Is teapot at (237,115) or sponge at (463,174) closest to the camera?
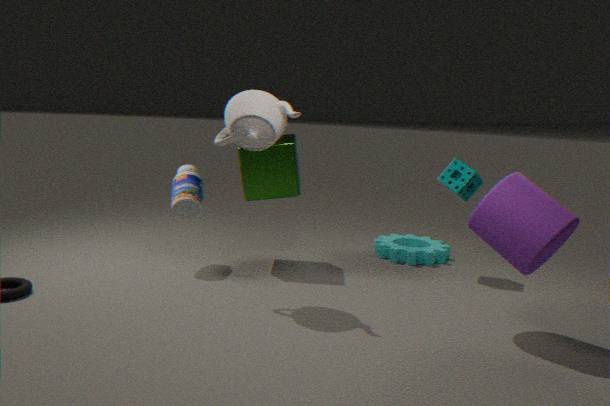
teapot at (237,115)
